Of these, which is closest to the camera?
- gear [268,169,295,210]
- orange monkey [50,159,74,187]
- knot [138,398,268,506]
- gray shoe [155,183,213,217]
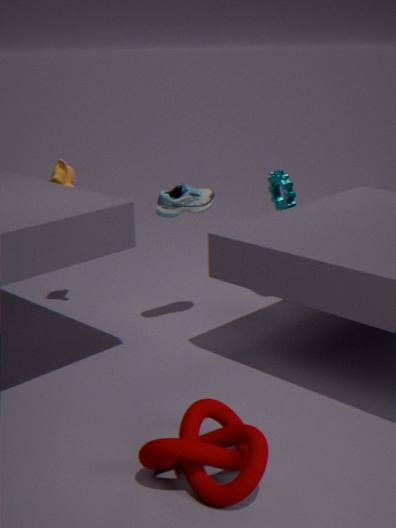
knot [138,398,268,506]
